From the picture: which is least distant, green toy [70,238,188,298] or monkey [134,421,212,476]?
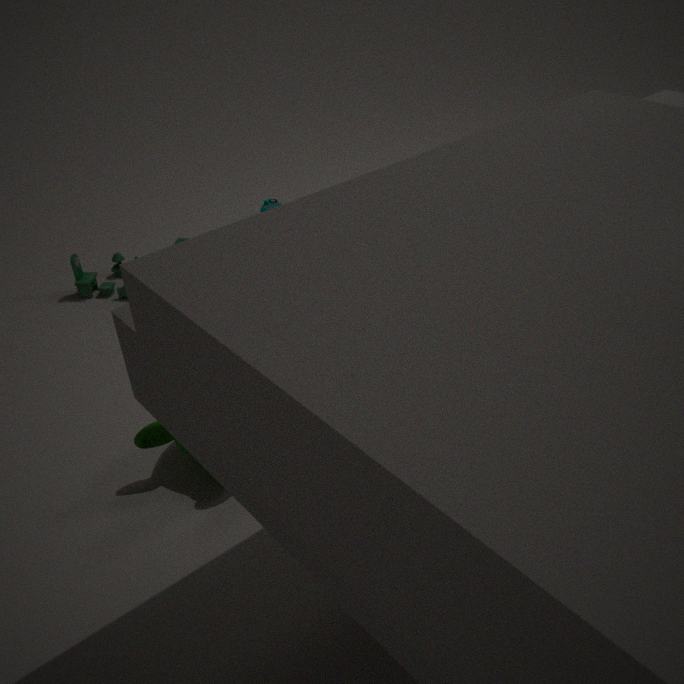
monkey [134,421,212,476]
